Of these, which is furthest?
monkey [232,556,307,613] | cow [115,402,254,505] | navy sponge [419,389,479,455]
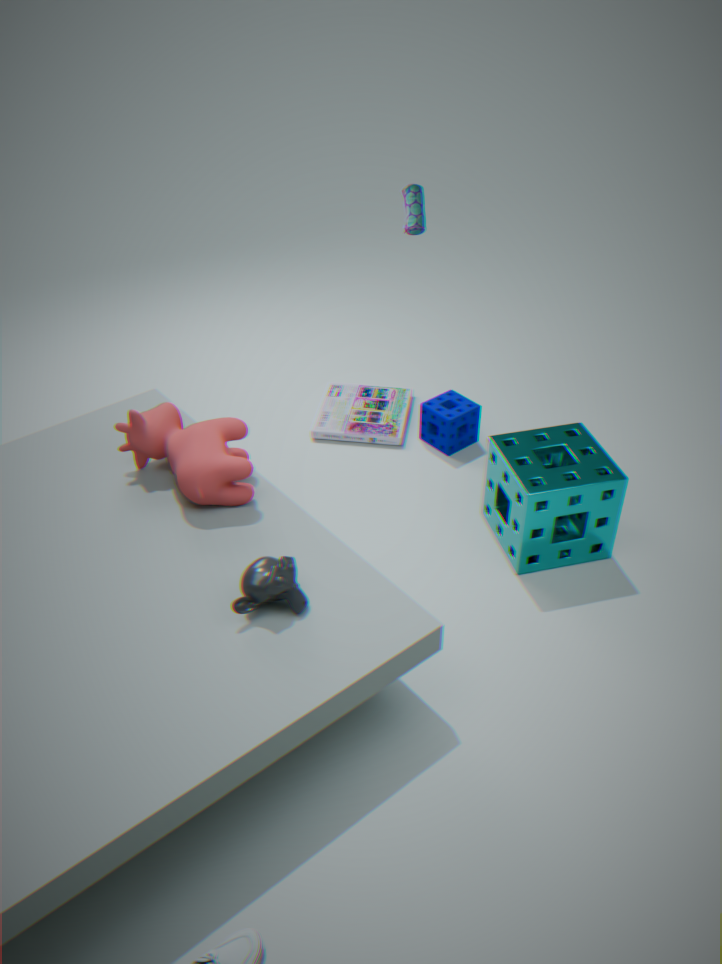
navy sponge [419,389,479,455]
